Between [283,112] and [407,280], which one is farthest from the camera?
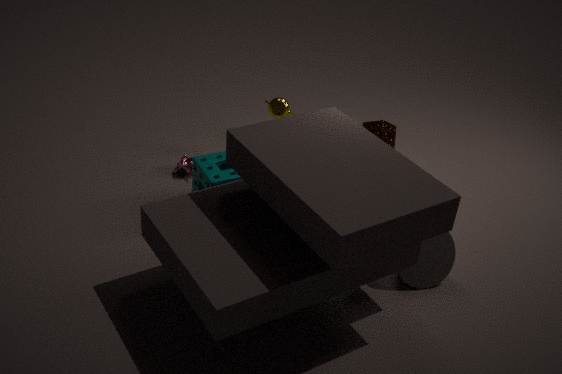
[283,112]
